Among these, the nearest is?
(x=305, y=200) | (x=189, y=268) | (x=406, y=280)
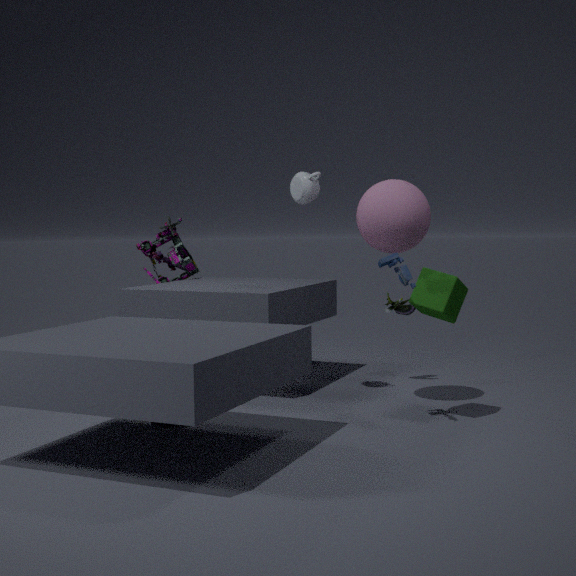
(x=406, y=280)
